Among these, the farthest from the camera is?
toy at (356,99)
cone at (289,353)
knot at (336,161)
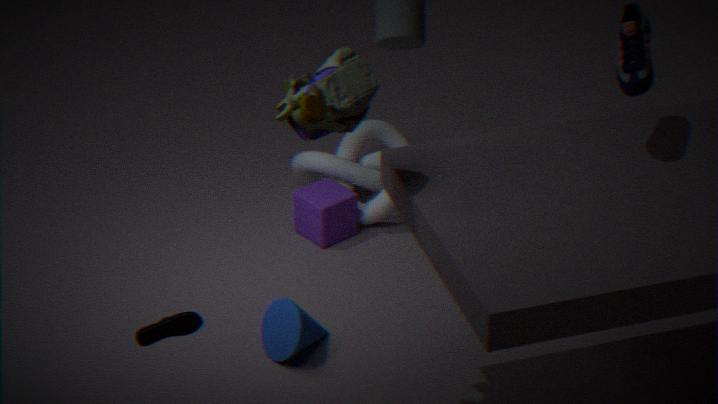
knot at (336,161)
